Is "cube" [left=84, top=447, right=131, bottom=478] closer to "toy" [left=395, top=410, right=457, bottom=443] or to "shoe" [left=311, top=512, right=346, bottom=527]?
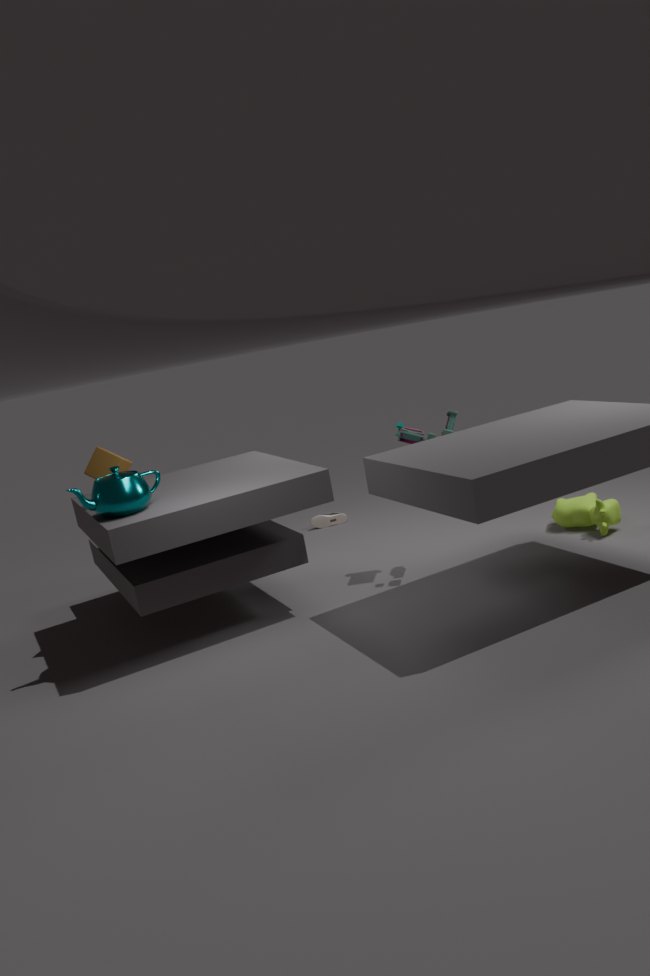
"toy" [left=395, top=410, right=457, bottom=443]
